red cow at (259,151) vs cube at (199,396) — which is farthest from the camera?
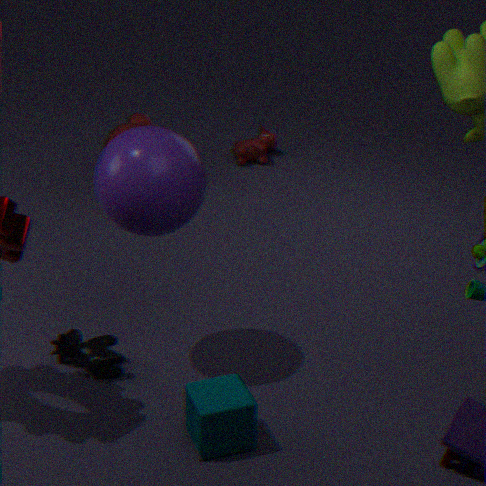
red cow at (259,151)
